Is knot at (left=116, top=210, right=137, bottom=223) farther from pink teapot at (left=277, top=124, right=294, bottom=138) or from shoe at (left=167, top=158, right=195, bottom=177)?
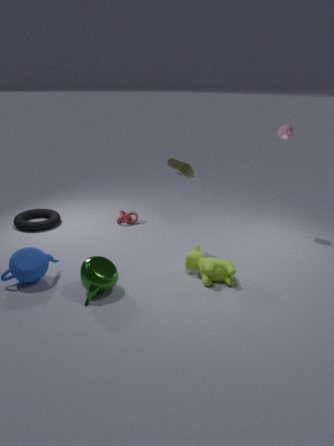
pink teapot at (left=277, top=124, right=294, bottom=138)
